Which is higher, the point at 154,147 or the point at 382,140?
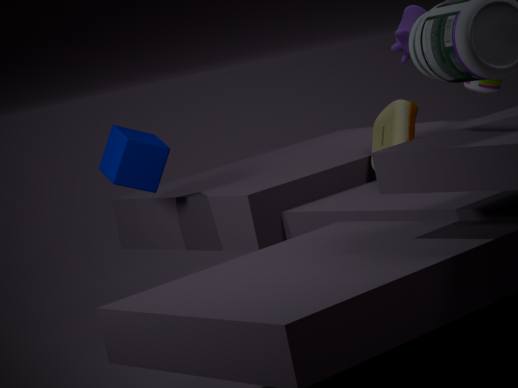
the point at 154,147
